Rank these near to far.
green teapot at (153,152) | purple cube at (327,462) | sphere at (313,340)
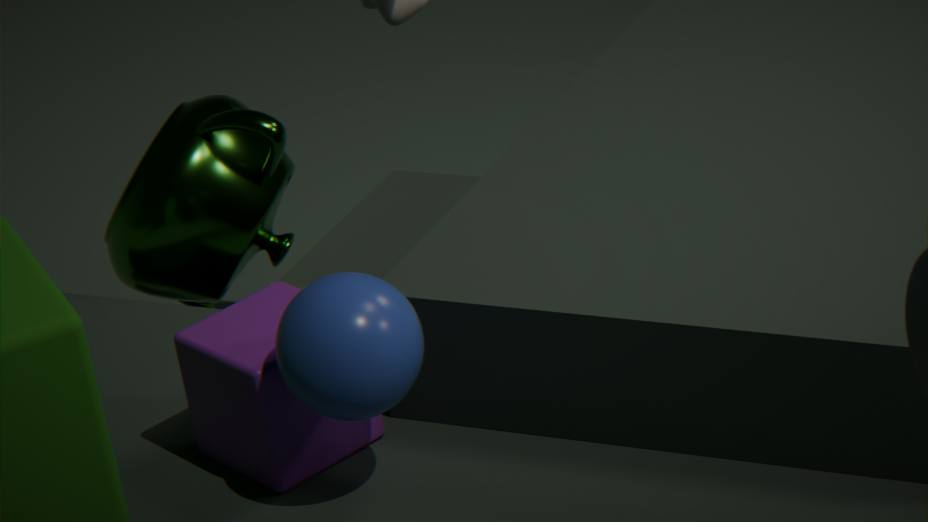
sphere at (313,340) < purple cube at (327,462) < green teapot at (153,152)
